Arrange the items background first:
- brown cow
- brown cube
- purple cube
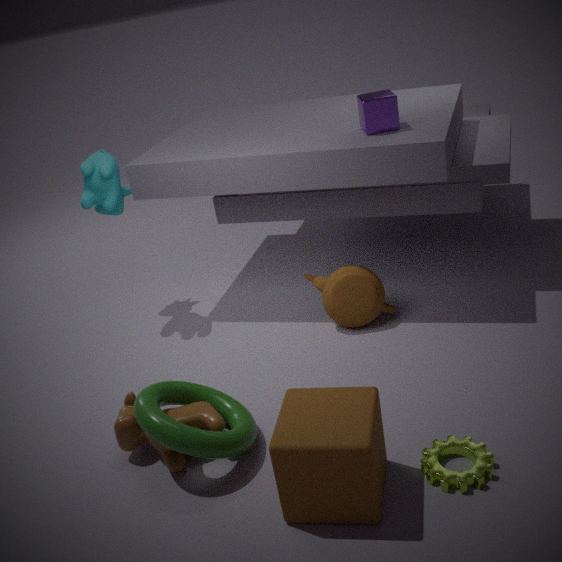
purple cube, brown cow, brown cube
